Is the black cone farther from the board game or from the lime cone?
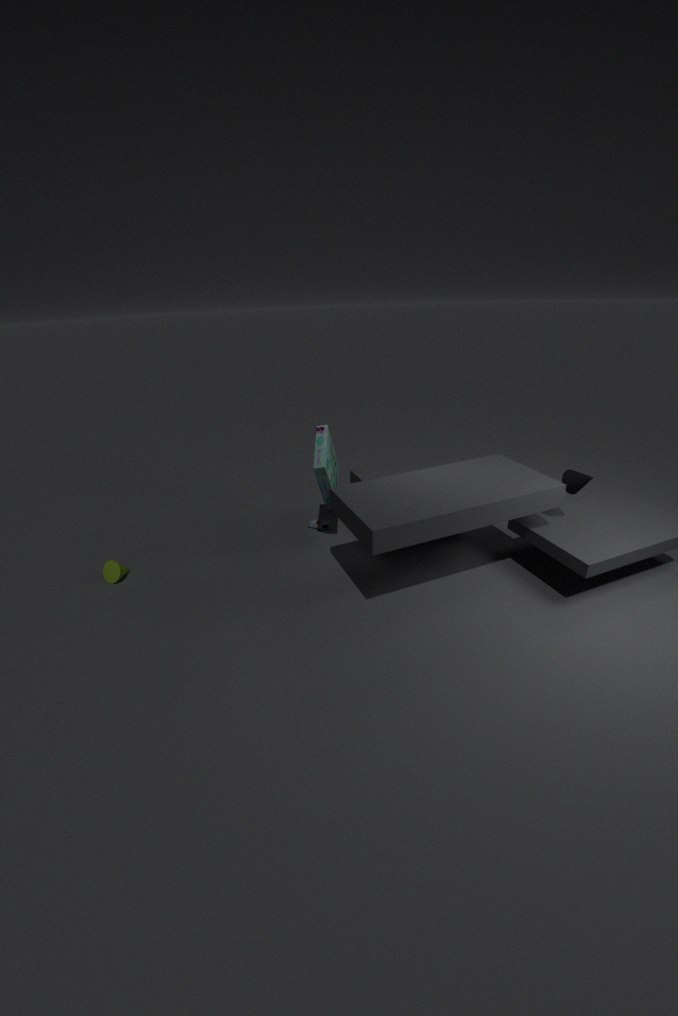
the lime cone
